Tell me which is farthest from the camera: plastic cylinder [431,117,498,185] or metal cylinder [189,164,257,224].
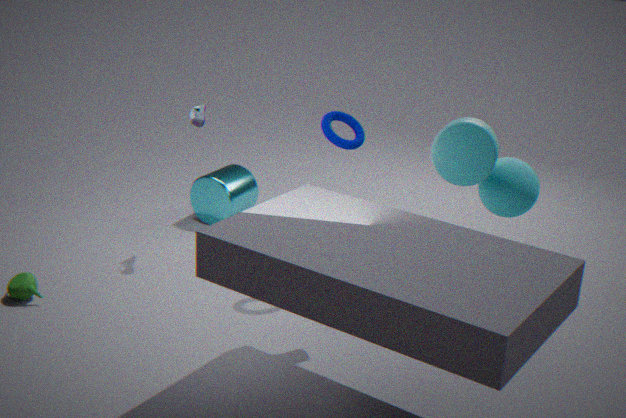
metal cylinder [189,164,257,224]
